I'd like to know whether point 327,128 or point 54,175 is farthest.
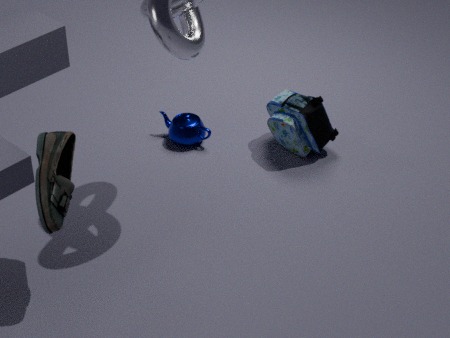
point 327,128
